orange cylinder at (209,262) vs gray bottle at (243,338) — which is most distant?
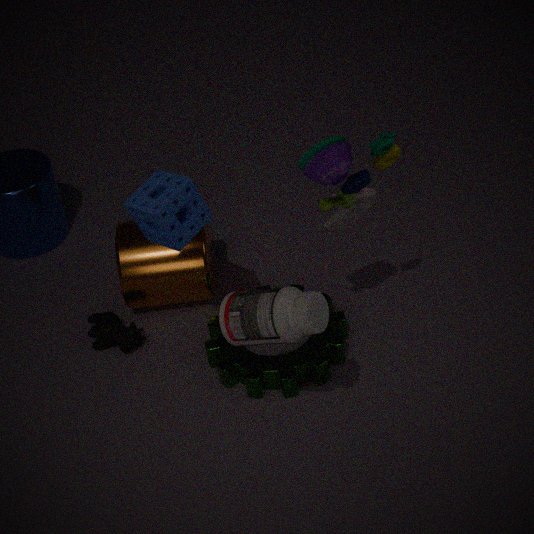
orange cylinder at (209,262)
